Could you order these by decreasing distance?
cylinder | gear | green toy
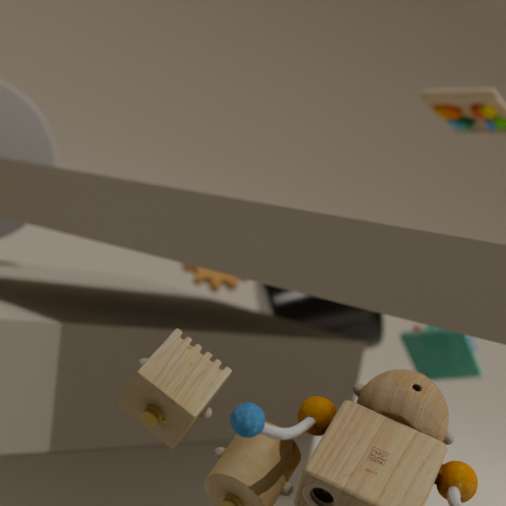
gear → cylinder → green toy
